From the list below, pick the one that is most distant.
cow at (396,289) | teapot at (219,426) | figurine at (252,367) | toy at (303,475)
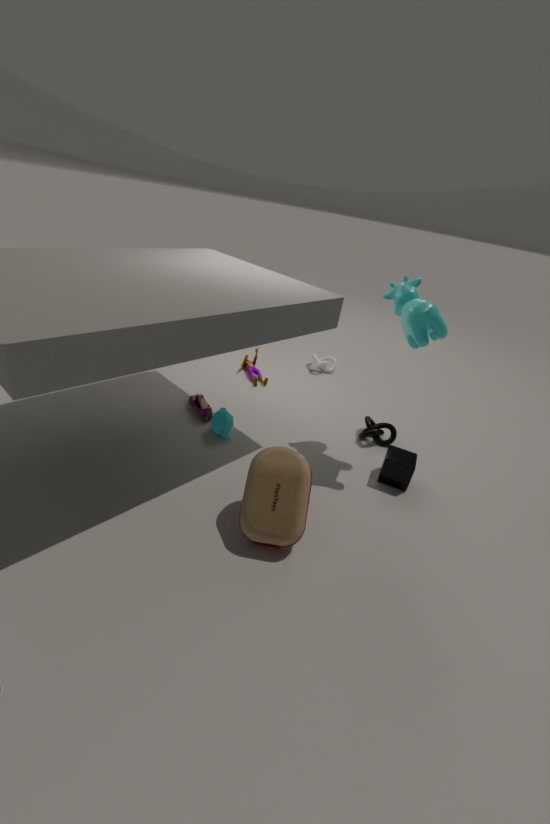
figurine at (252,367)
